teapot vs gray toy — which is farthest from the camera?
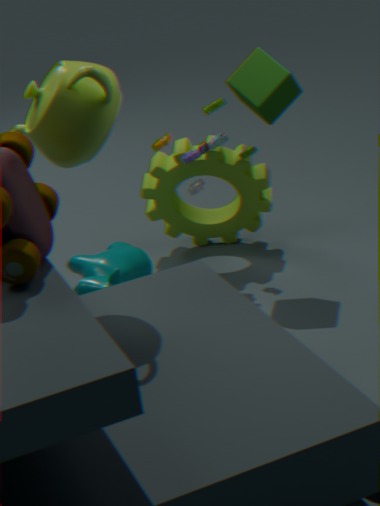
gray toy
